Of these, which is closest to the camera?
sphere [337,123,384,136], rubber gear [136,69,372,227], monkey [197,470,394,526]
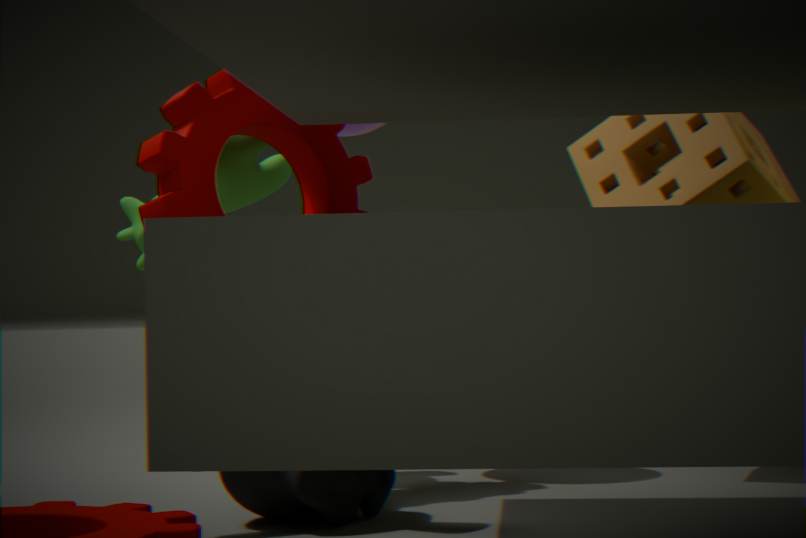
monkey [197,470,394,526]
